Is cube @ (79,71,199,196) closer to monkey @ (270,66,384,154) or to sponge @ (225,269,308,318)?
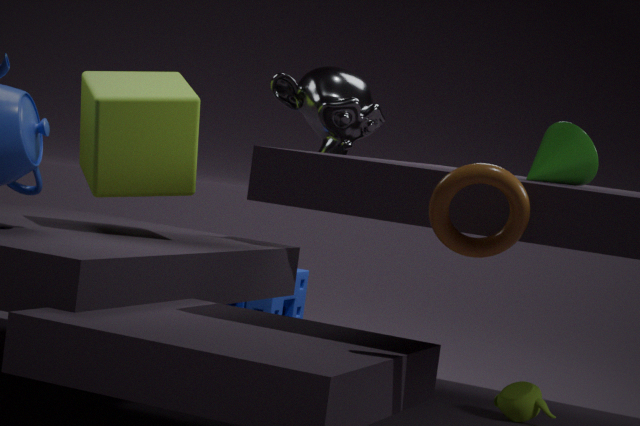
monkey @ (270,66,384,154)
